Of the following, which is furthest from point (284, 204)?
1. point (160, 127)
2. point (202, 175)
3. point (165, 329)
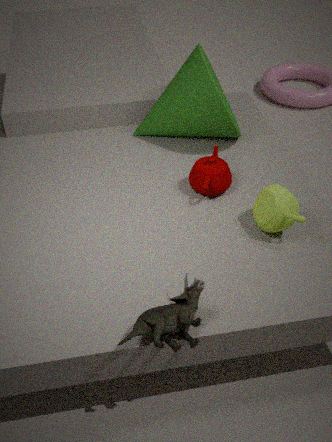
point (160, 127)
